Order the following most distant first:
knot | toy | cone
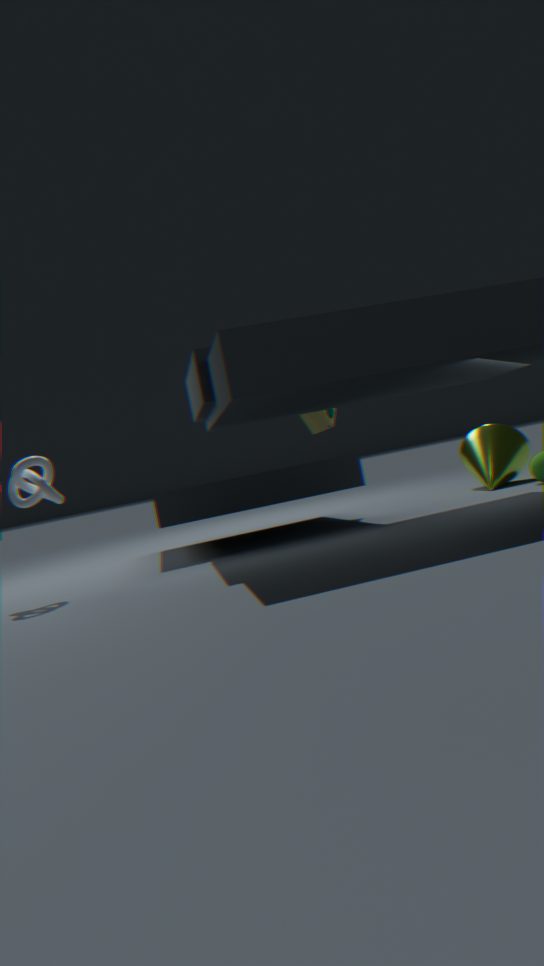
cone, toy, knot
